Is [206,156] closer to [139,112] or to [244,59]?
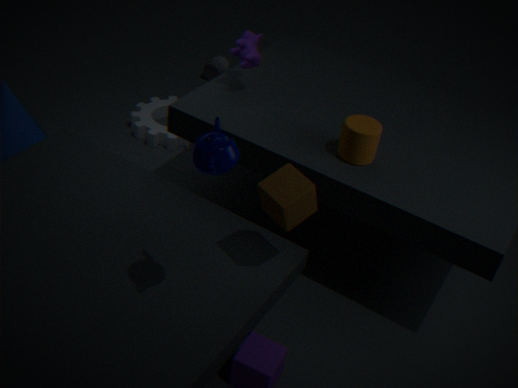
[244,59]
